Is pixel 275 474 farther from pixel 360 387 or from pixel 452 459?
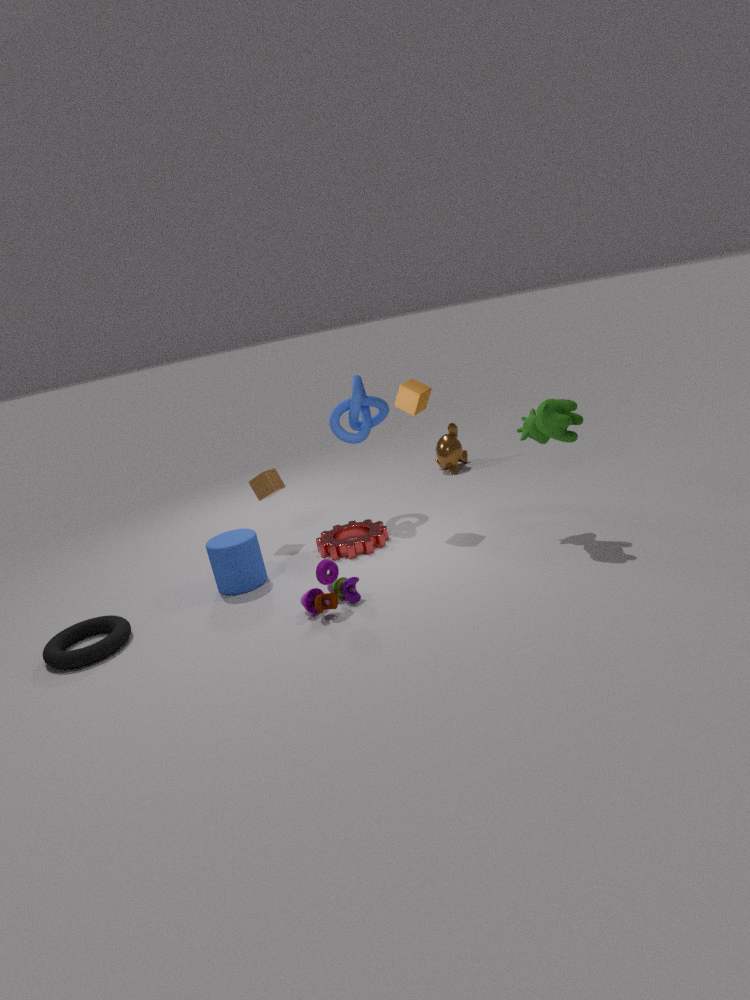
pixel 452 459
